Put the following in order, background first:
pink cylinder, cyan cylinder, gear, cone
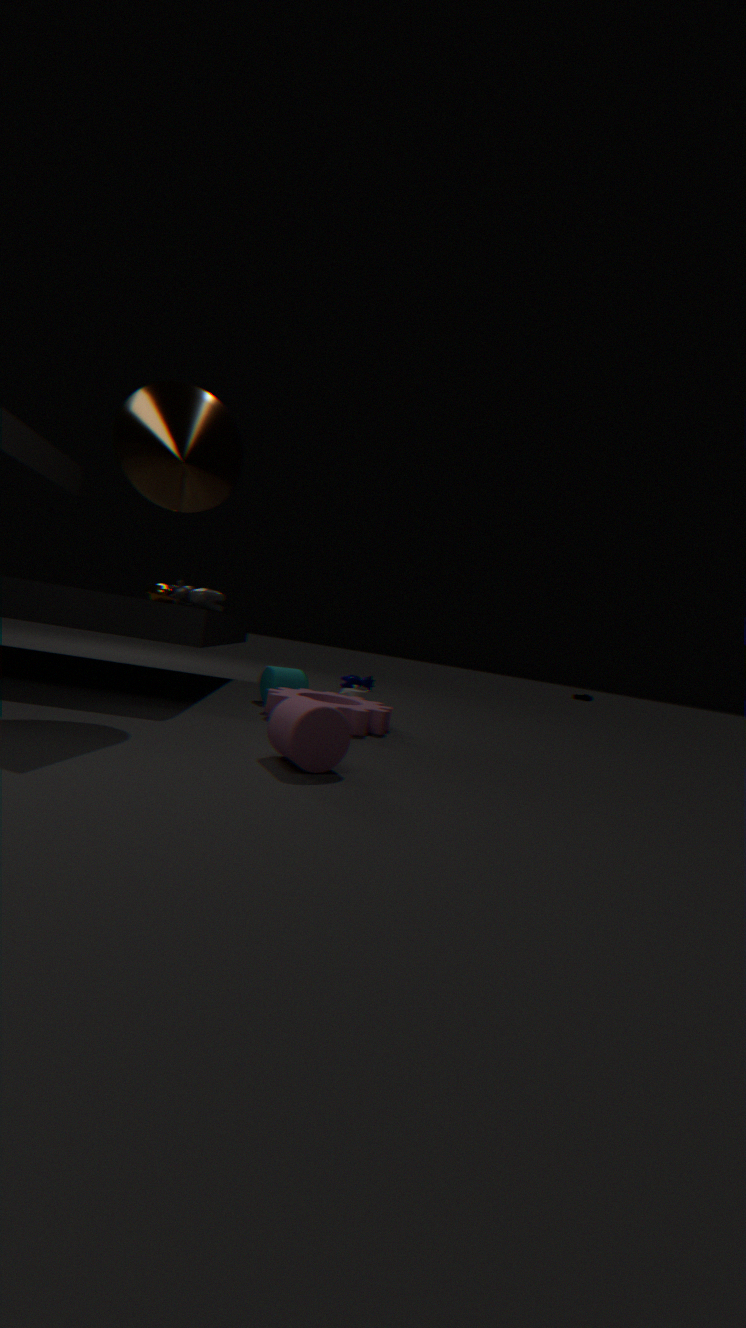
cyan cylinder
gear
cone
pink cylinder
